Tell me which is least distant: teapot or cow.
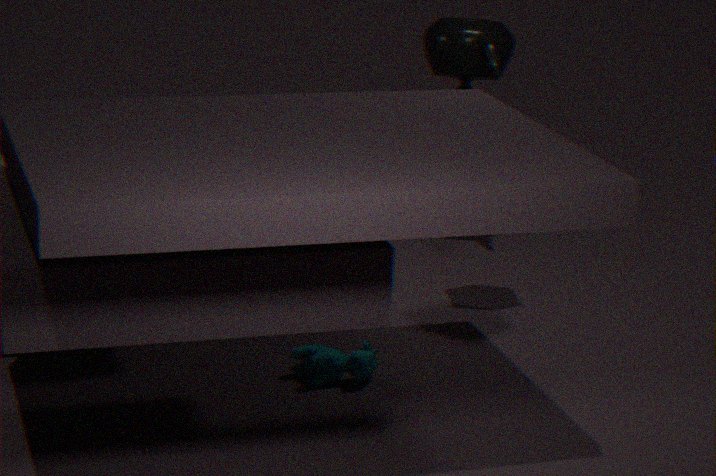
cow
